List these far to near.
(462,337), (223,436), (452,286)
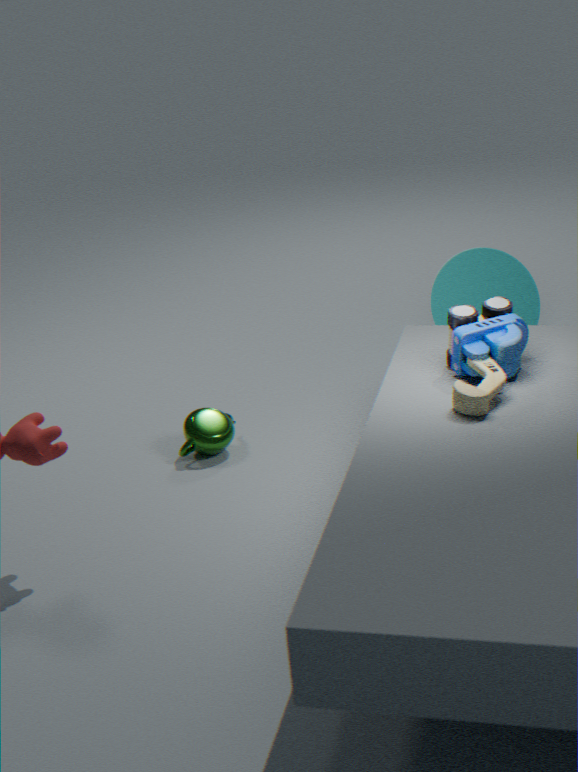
(452,286)
(223,436)
(462,337)
